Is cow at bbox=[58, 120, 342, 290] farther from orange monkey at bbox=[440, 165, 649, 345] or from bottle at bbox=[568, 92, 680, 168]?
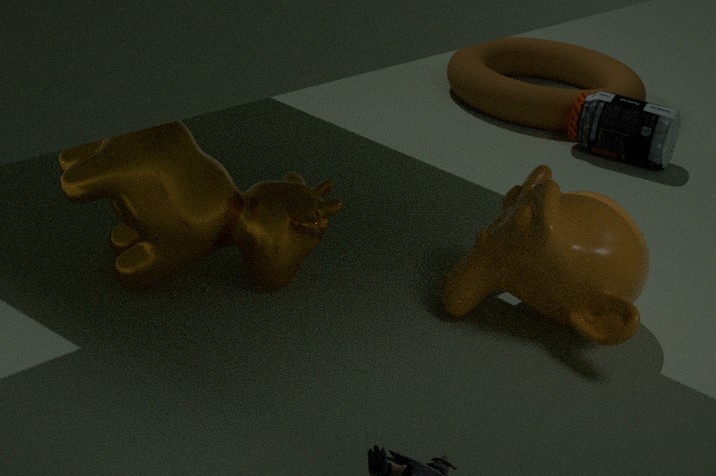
bottle at bbox=[568, 92, 680, 168]
